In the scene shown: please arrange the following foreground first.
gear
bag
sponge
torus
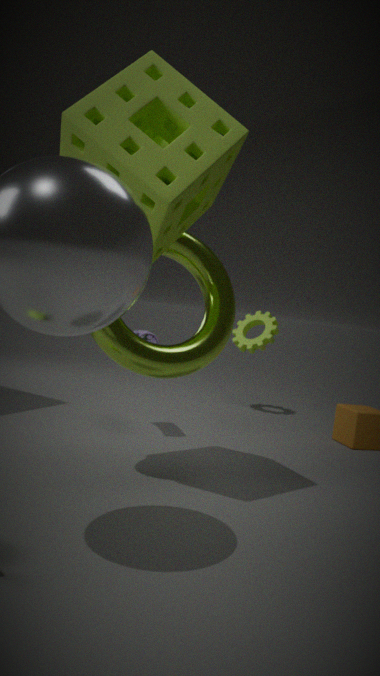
1. sponge
2. torus
3. bag
4. gear
